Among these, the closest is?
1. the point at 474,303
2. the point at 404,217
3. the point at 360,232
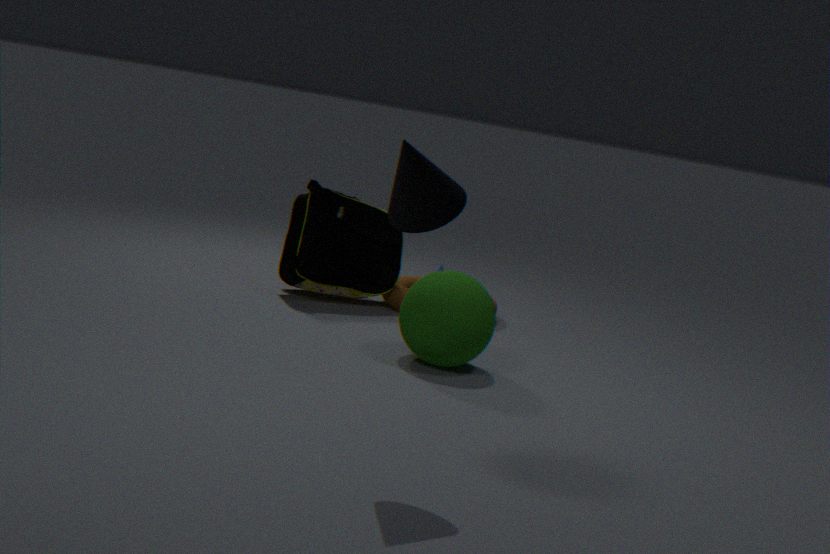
the point at 404,217
